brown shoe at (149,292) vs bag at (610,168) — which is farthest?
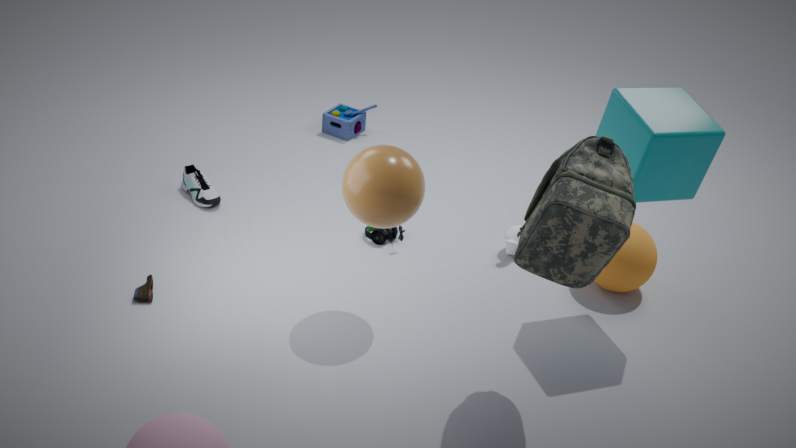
brown shoe at (149,292)
